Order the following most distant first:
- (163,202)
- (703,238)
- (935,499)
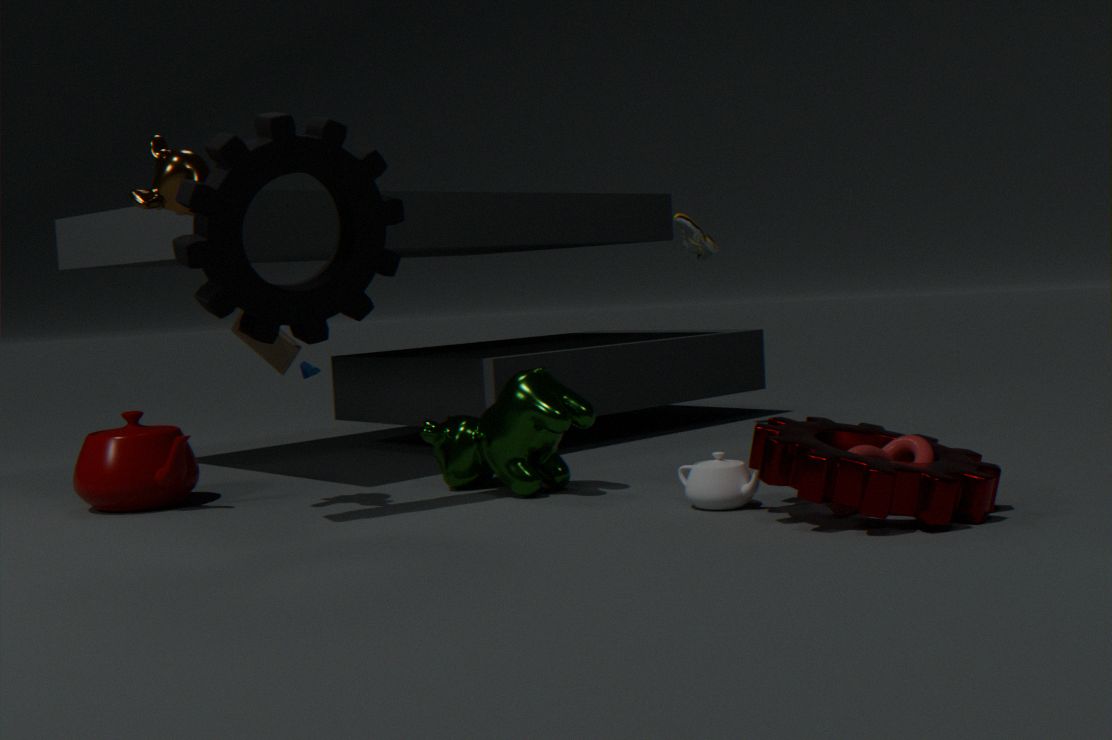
1. (703,238)
2. (163,202)
3. (935,499)
